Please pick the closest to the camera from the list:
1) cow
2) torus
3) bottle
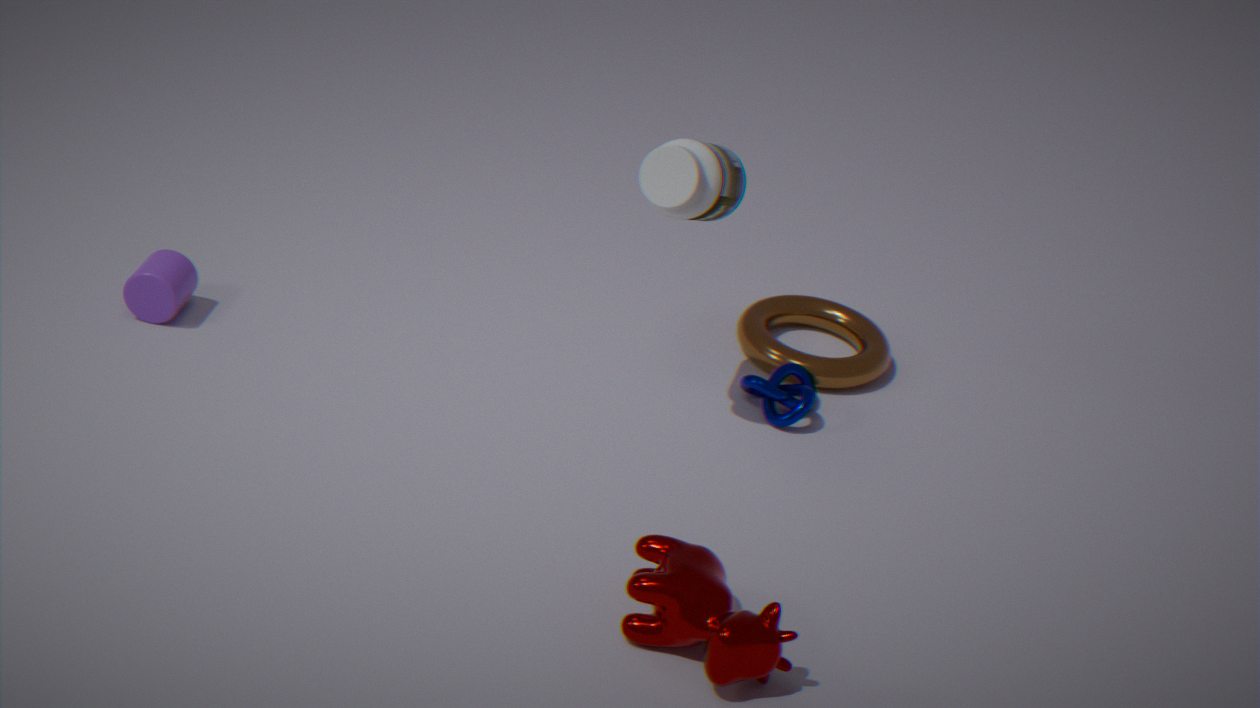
1. cow
